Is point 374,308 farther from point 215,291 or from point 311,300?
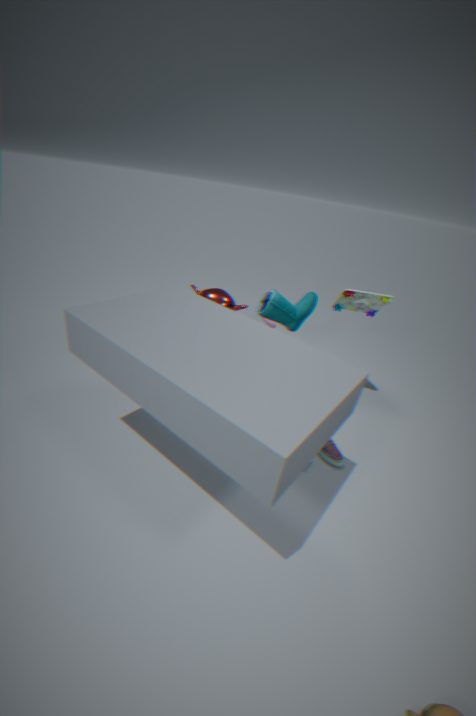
point 215,291
